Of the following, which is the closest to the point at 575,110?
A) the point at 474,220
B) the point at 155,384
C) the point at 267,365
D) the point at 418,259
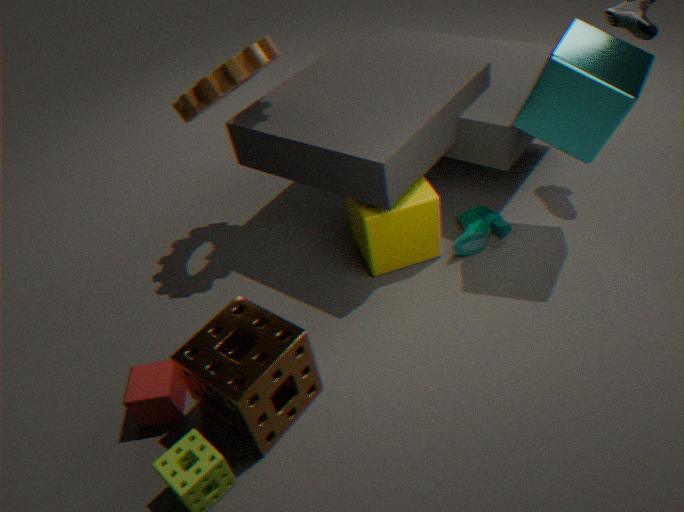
the point at 474,220
